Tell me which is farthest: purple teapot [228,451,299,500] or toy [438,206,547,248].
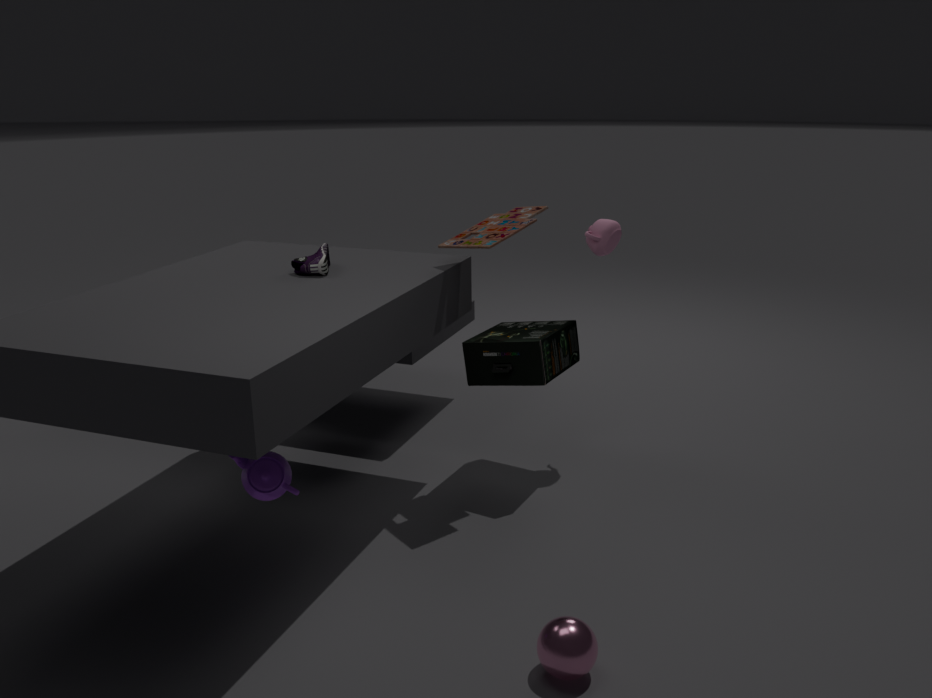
toy [438,206,547,248]
